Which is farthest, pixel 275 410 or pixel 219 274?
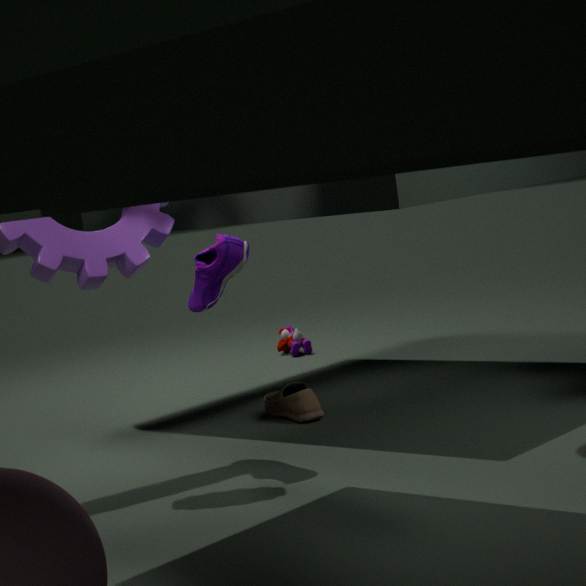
pixel 275 410
